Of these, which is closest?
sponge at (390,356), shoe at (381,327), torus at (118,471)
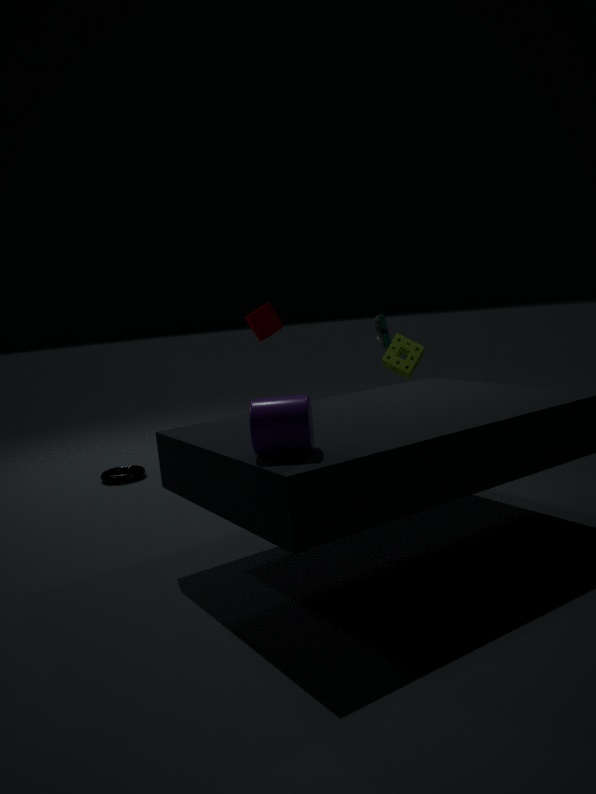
sponge at (390,356)
